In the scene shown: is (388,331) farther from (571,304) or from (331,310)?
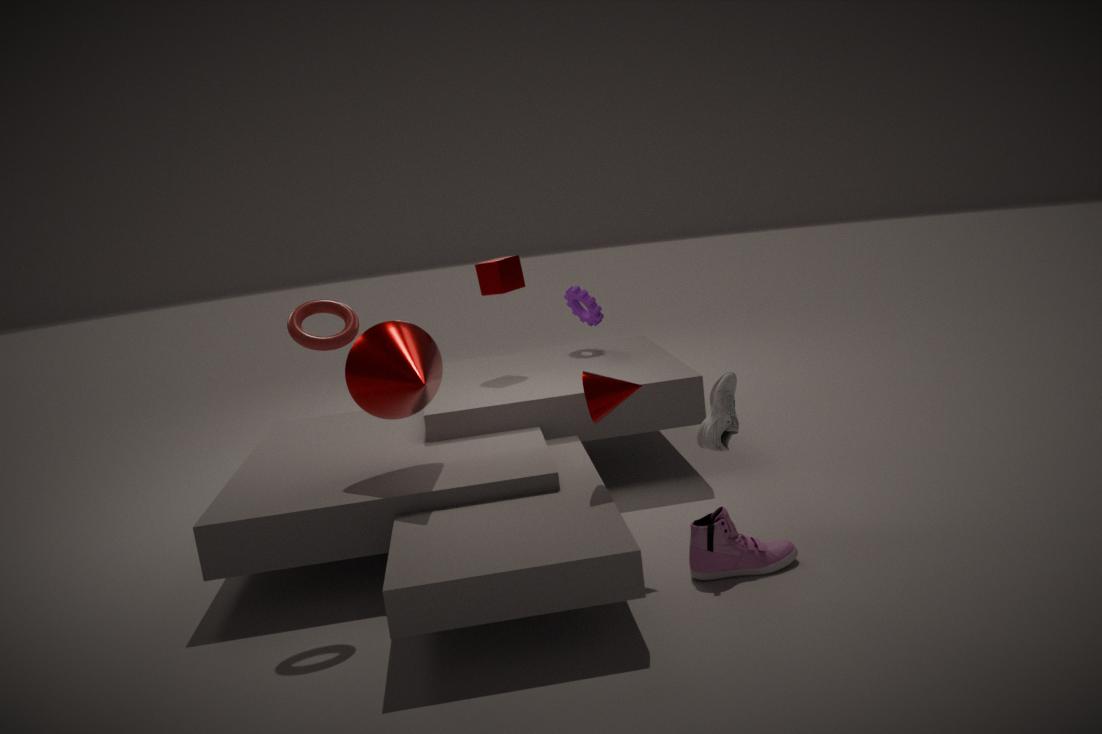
(571,304)
